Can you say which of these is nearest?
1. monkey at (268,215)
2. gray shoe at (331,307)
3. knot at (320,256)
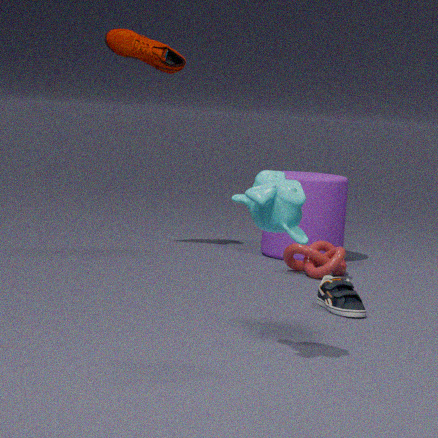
monkey at (268,215)
